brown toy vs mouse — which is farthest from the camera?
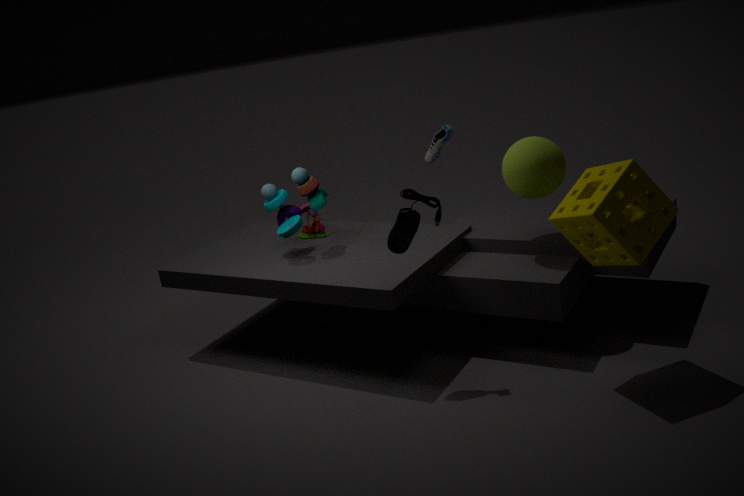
brown toy
